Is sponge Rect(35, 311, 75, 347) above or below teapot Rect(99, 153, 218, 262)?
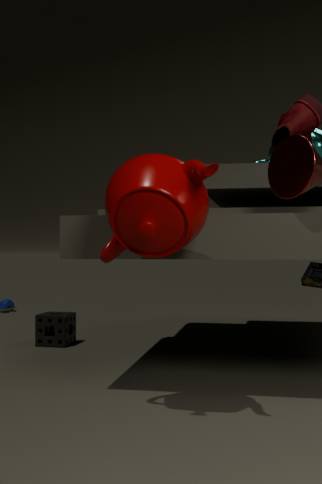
below
